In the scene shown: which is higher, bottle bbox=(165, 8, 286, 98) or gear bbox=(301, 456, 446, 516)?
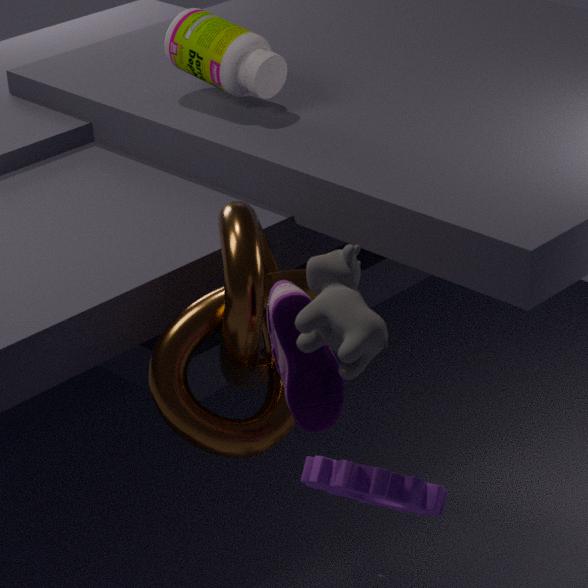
bottle bbox=(165, 8, 286, 98)
